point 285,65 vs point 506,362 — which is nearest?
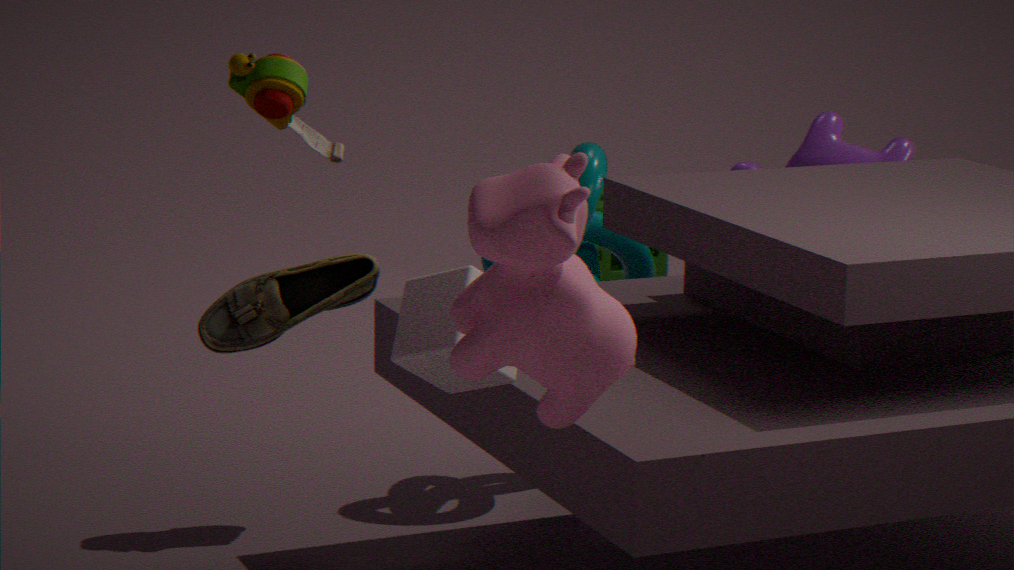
point 506,362
